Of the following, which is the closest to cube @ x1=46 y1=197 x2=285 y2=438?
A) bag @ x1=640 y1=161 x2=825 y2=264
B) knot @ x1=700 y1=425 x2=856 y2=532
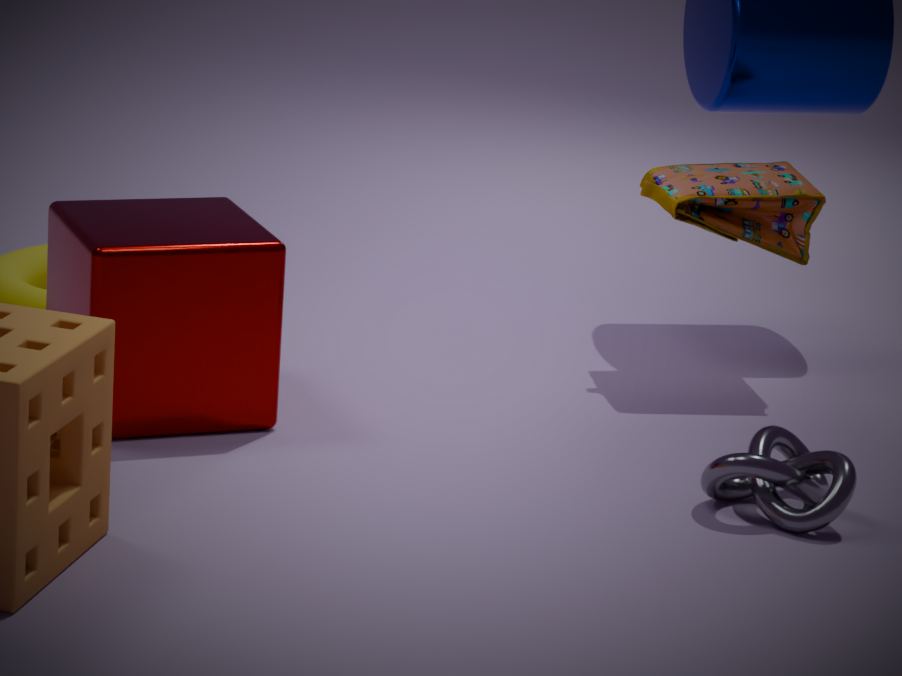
knot @ x1=700 y1=425 x2=856 y2=532
